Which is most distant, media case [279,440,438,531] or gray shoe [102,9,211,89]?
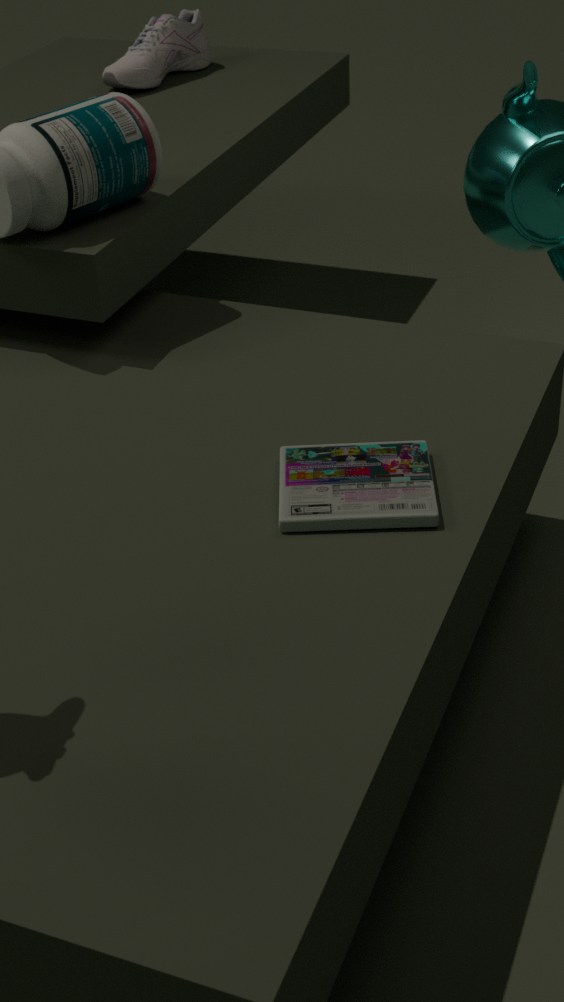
gray shoe [102,9,211,89]
